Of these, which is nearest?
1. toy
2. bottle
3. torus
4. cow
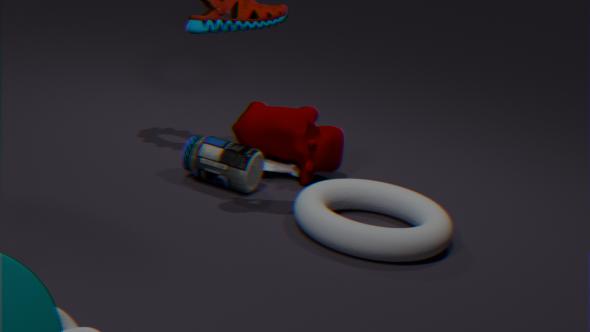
torus
